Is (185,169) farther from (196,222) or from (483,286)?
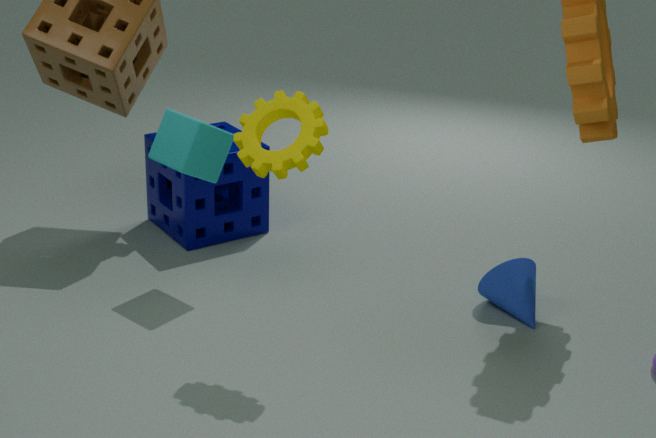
(483,286)
